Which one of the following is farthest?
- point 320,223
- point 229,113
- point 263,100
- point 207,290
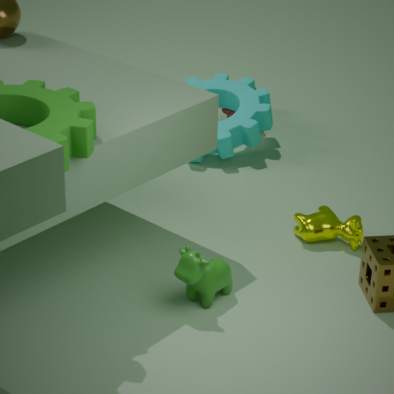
point 229,113
